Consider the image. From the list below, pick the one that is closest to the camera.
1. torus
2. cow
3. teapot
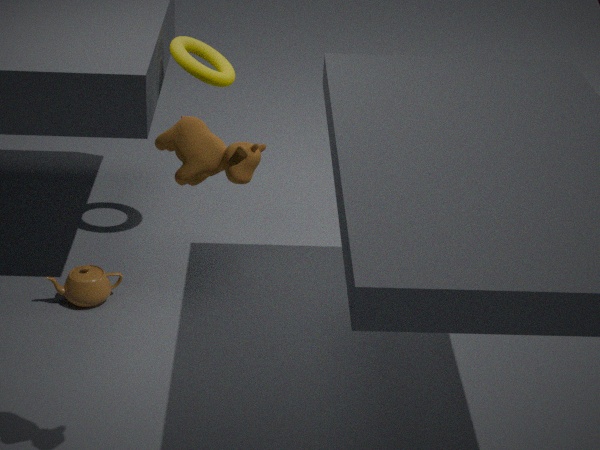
cow
